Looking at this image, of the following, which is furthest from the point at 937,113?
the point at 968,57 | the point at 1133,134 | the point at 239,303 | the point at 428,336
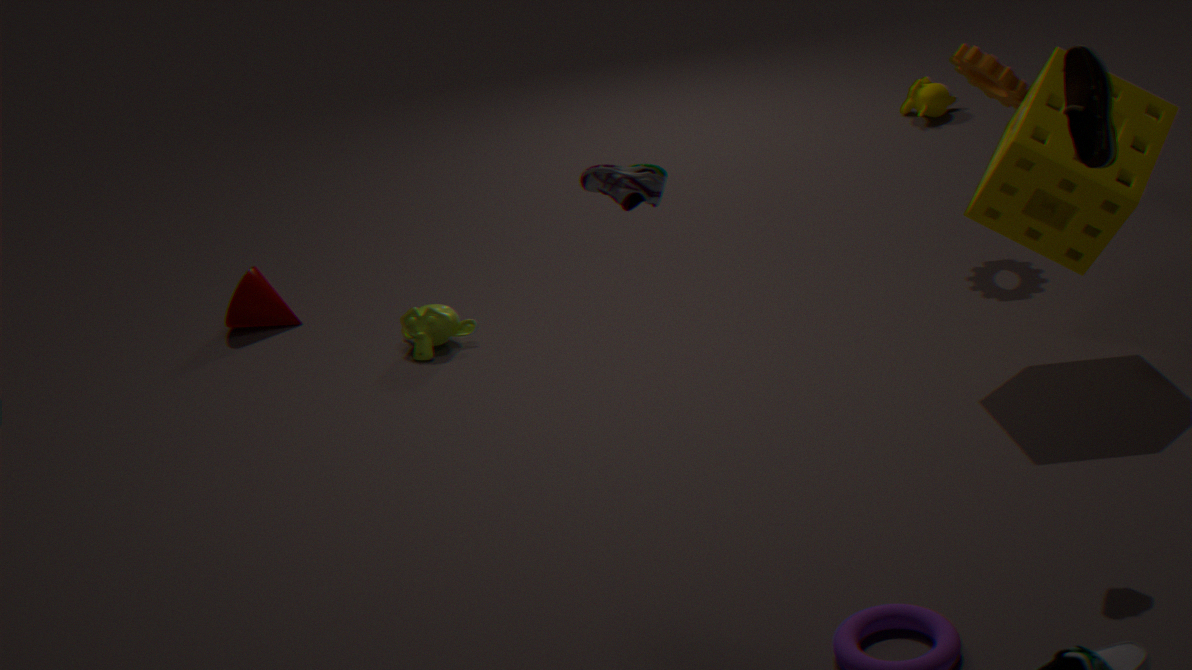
the point at 239,303
